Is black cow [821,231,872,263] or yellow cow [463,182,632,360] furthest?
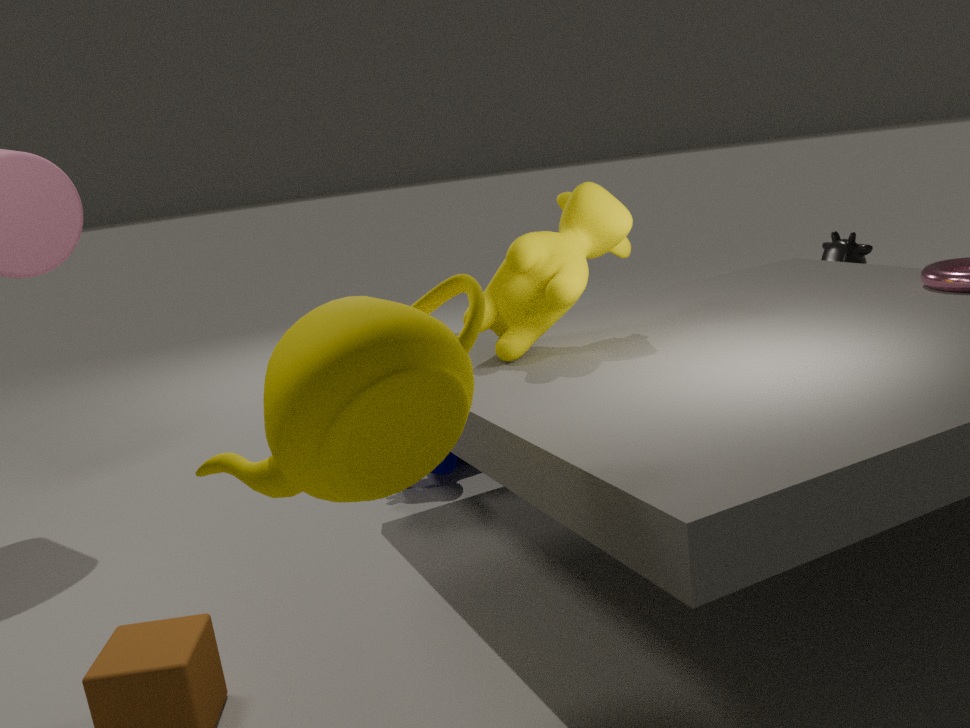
black cow [821,231,872,263]
